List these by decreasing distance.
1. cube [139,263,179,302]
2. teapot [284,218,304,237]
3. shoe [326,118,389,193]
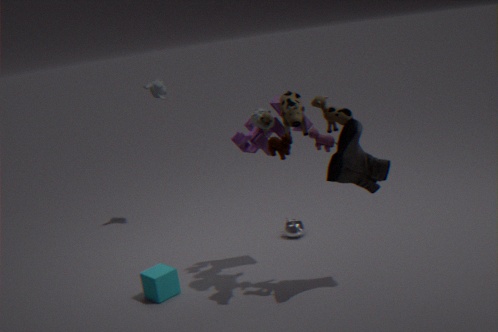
teapot [284,218,304,237] < cube [139,263,179,302] < shoe [326,118,389,193]
